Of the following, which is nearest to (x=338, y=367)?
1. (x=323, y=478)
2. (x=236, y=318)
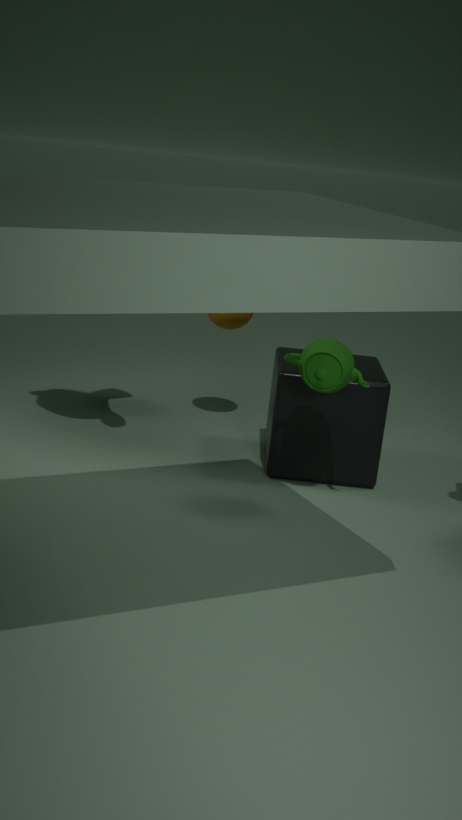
(x=323, y=478)
